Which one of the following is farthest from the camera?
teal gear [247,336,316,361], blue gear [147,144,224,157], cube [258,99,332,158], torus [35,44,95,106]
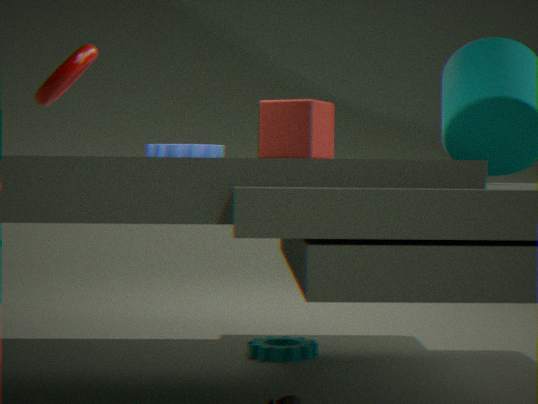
teal gear [247,336,316,361]
